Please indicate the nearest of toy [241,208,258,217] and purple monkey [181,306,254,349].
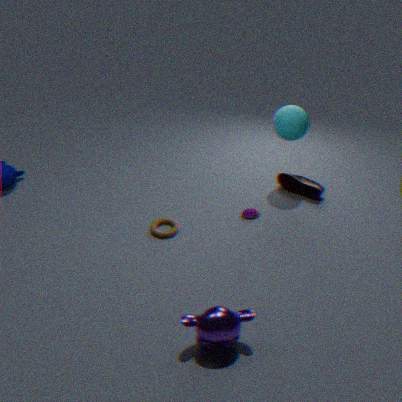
purple monkey [181,306,254,349]
